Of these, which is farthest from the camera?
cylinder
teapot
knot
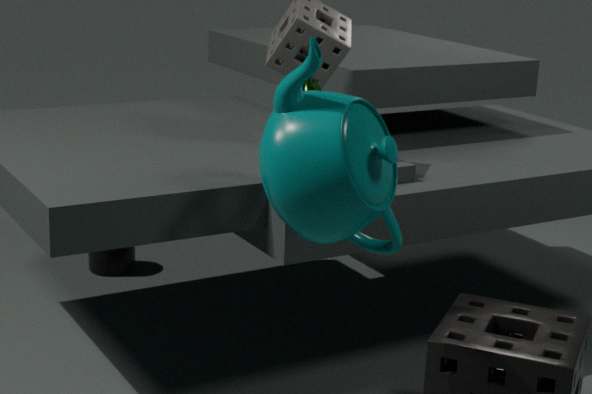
cylinder
